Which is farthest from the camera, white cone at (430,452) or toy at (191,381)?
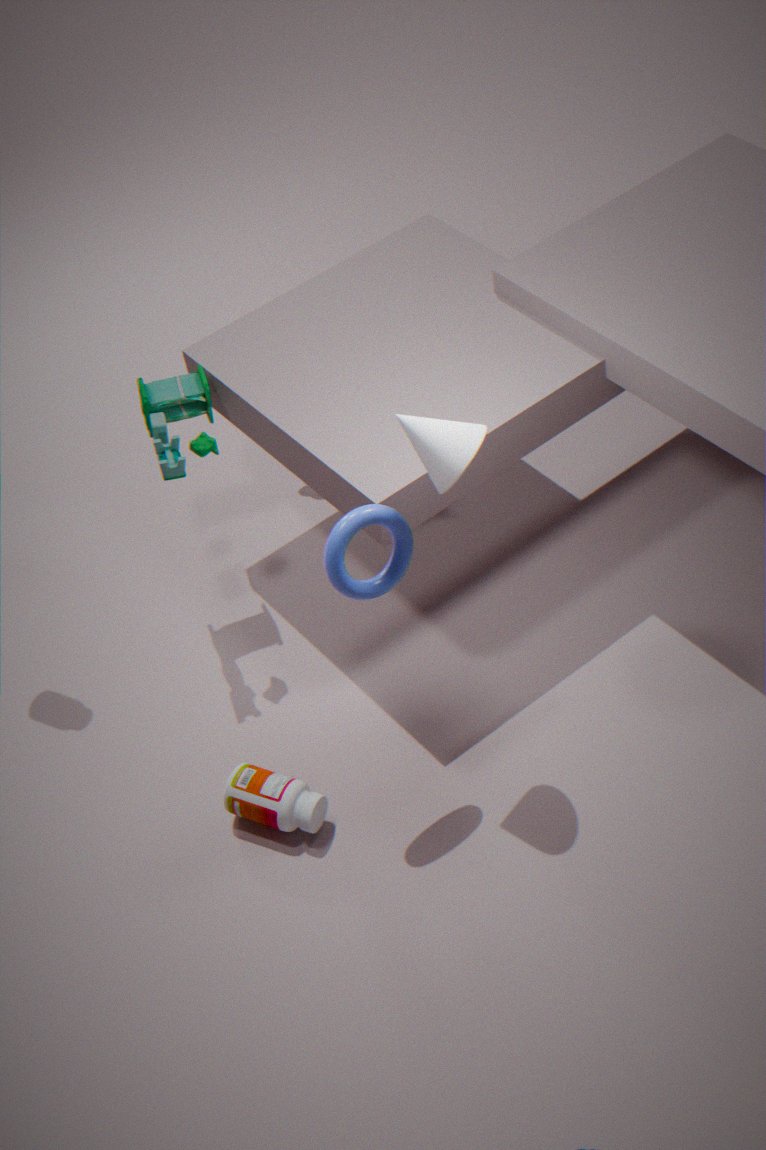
toy at (191,381)
